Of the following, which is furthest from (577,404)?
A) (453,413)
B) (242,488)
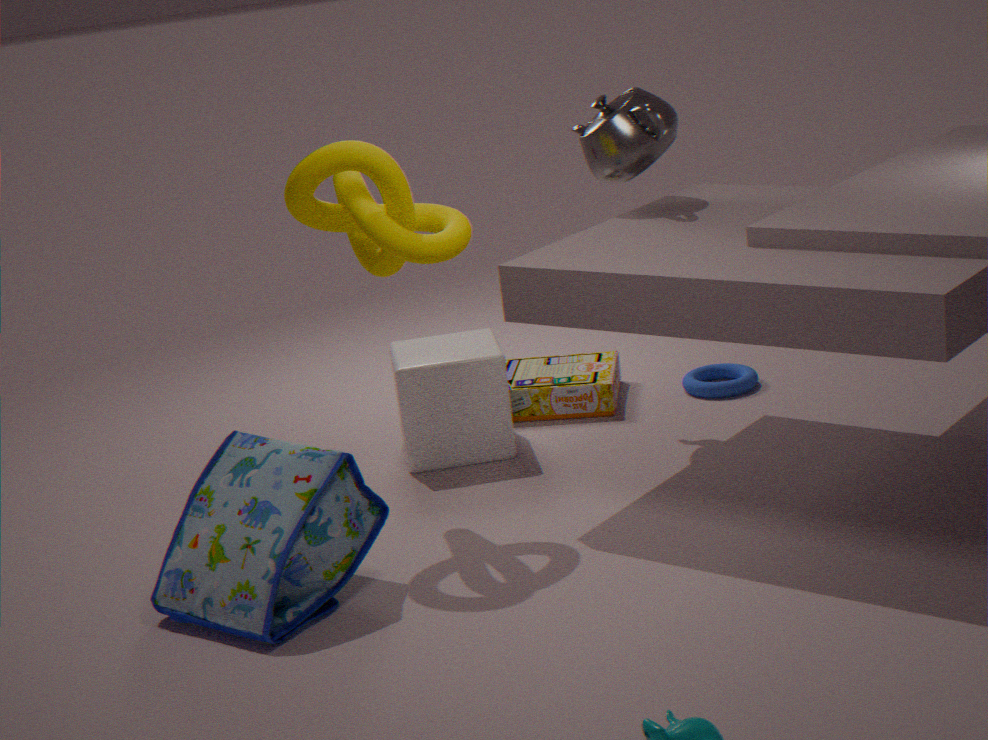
(242,488)
